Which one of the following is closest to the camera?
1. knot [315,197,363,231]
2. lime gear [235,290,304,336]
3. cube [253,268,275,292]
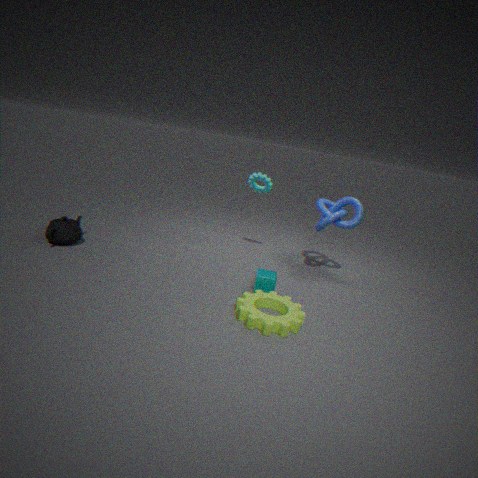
lime gear [235,290,304,336]
